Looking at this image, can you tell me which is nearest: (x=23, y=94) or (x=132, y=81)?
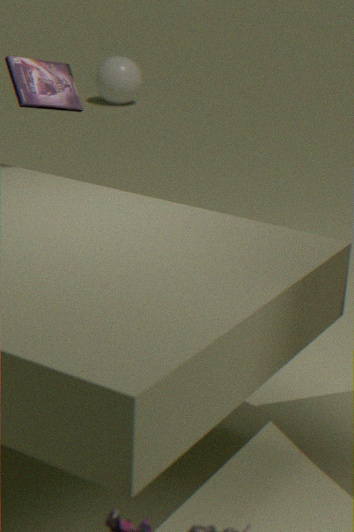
(x=23, y=94)
